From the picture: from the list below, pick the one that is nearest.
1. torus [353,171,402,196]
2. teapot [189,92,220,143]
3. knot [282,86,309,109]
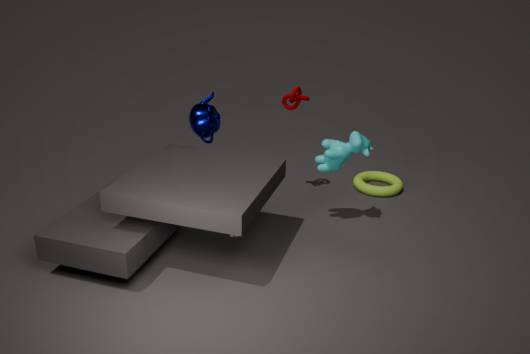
teapot [189,92,220,143]
